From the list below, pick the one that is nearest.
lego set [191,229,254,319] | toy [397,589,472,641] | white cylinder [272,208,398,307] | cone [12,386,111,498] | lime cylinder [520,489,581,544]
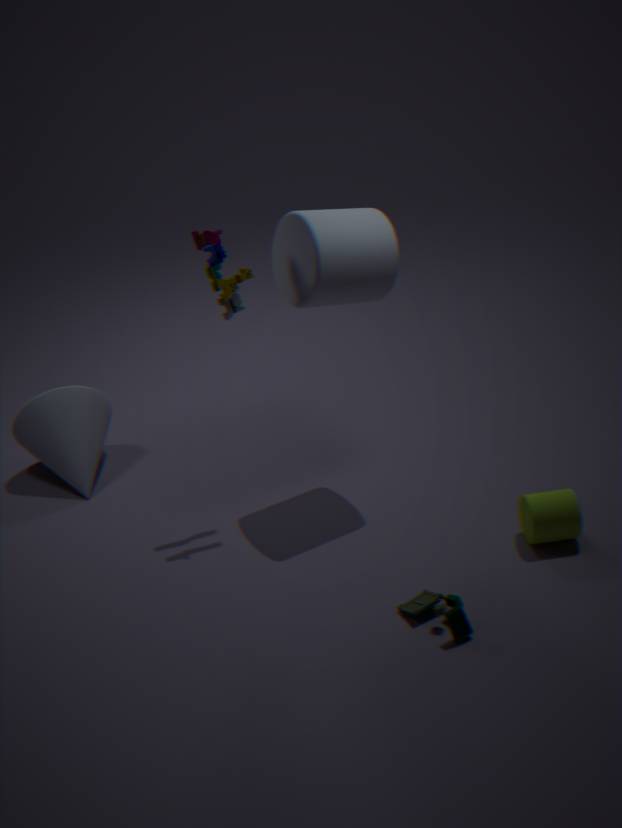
toy [397,589,472,641]
